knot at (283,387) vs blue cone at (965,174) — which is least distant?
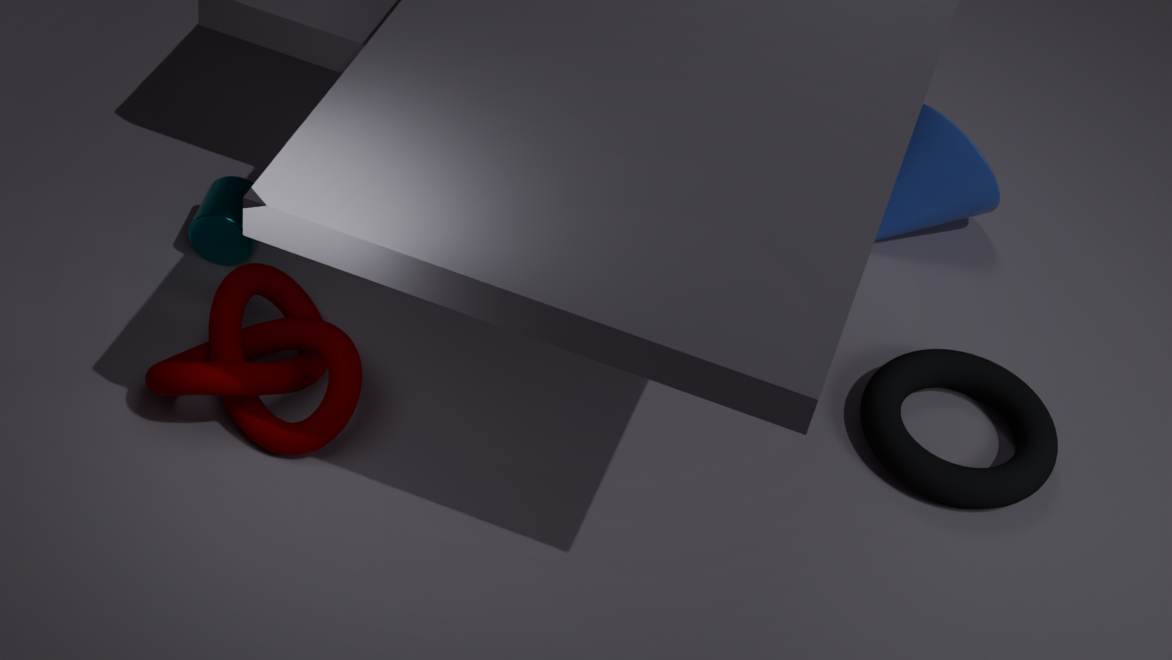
knot at (283,387)
